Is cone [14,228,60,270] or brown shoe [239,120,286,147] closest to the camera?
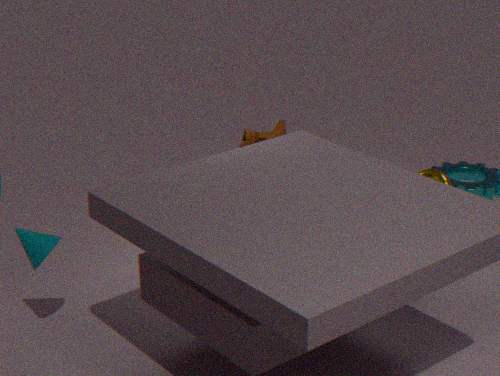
cone [14,228,60,270]
